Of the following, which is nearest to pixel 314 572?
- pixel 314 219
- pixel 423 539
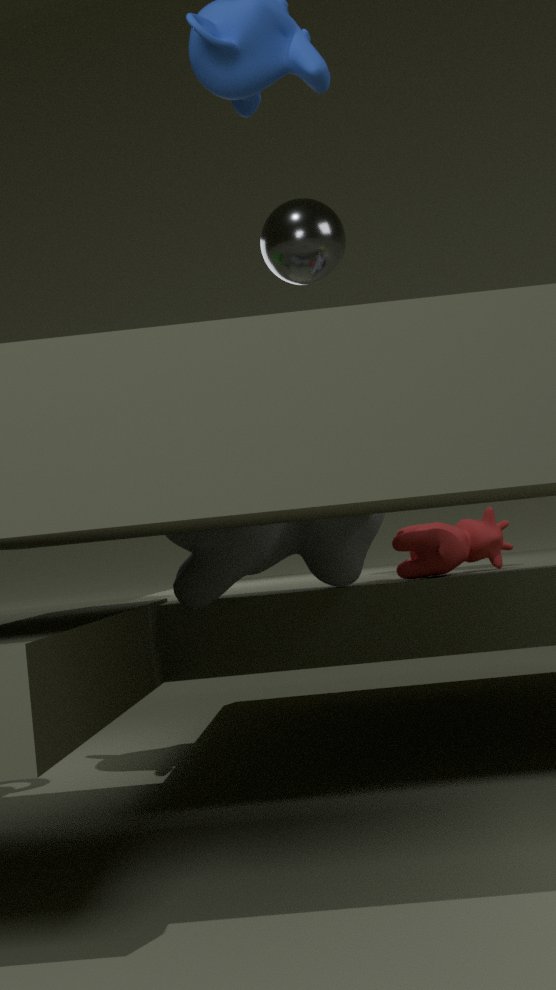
pixel 423 539
